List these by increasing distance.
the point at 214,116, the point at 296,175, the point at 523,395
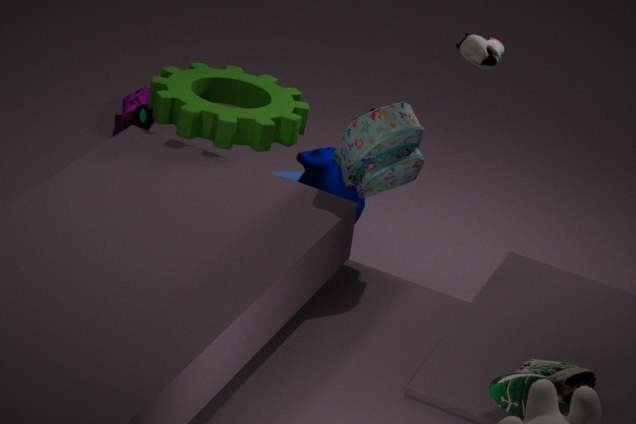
the point at 523,395 < the point at 214,116 < the point at 296,175
